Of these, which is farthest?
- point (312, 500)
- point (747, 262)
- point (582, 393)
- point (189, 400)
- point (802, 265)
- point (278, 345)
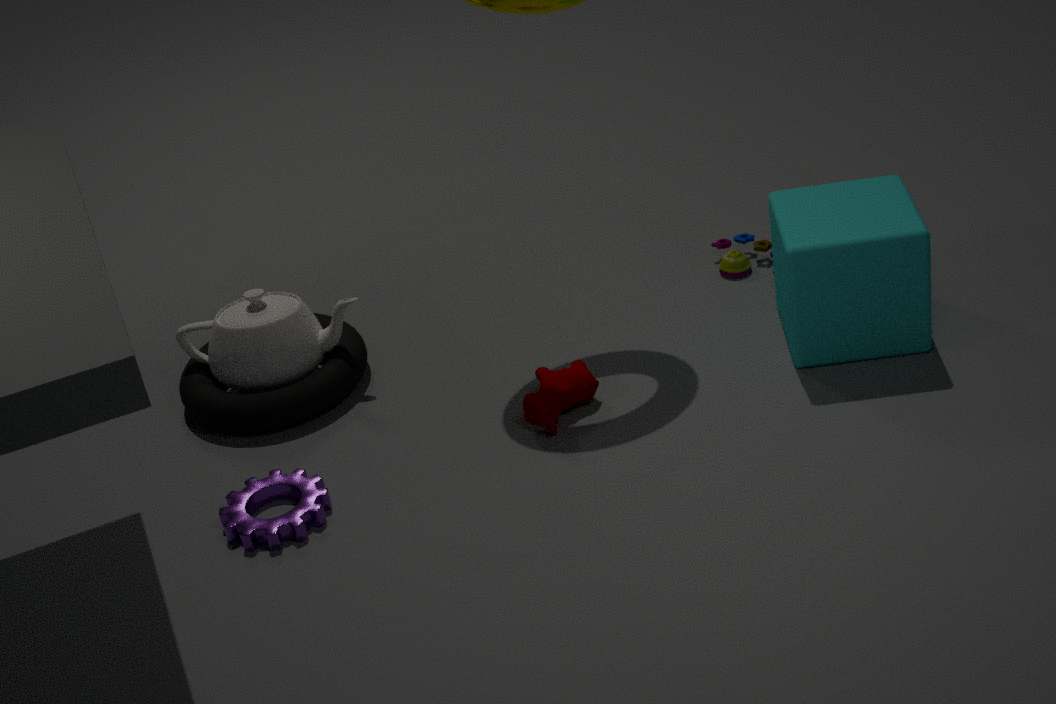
point (747, 262)
